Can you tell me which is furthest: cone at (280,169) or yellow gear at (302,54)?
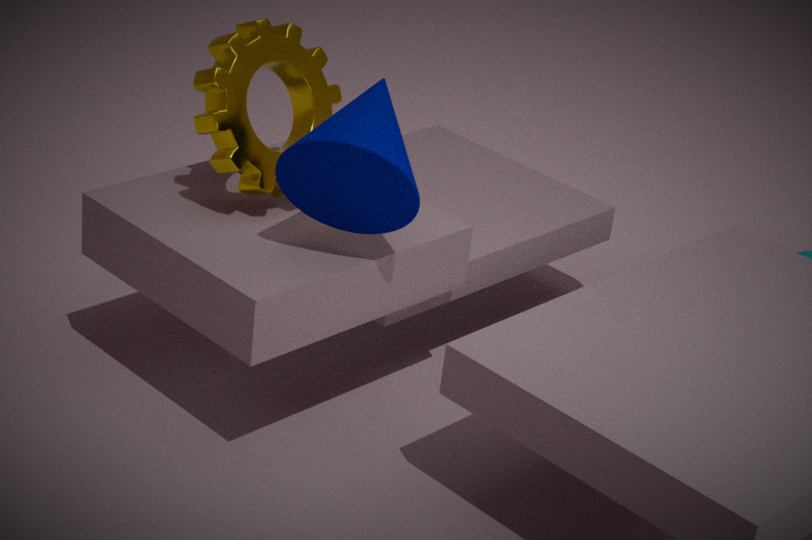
yellow gear at (302,54)
